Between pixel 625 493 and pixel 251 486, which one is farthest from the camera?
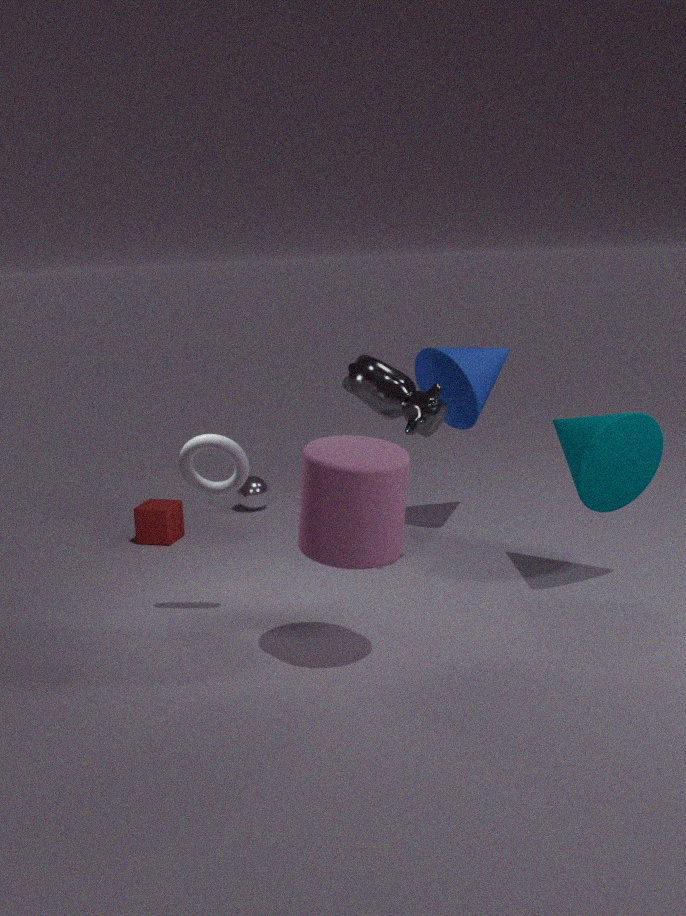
pixel 251 486
